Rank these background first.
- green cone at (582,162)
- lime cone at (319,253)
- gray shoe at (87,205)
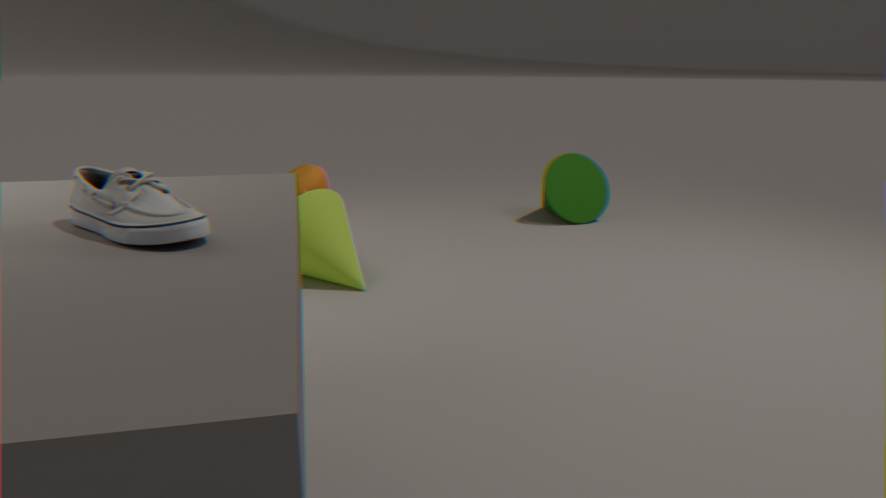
green cone at (582,162) → lime cone at (319,253) → gray shoe at (87,205)
